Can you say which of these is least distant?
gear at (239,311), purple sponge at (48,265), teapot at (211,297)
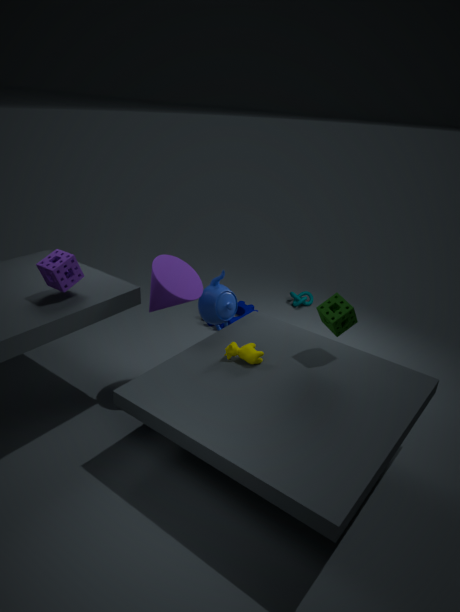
purple sponge at (48,265)
